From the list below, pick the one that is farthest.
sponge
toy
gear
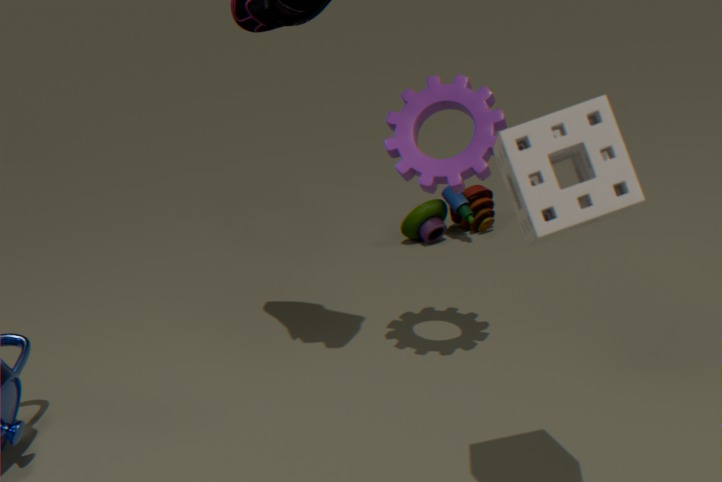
toy
